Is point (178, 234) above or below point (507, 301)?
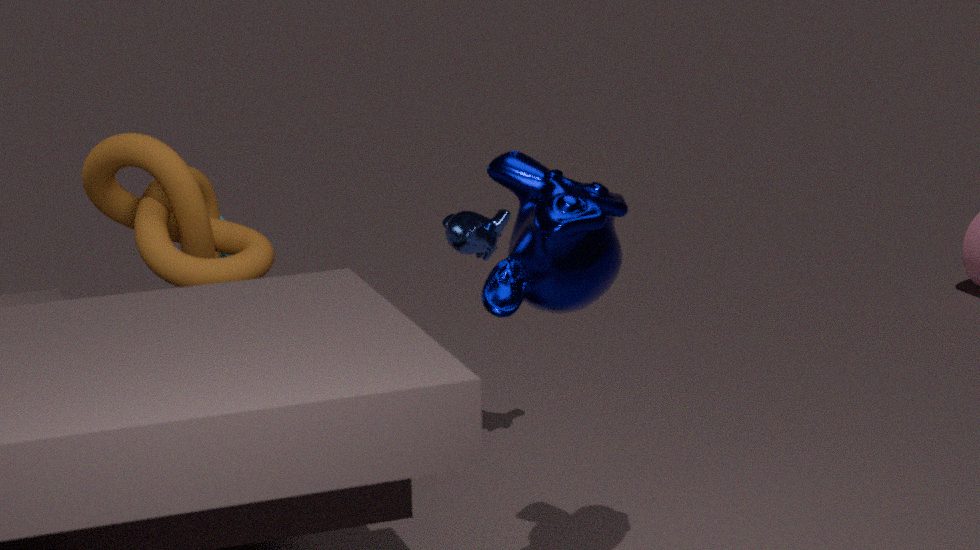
below
